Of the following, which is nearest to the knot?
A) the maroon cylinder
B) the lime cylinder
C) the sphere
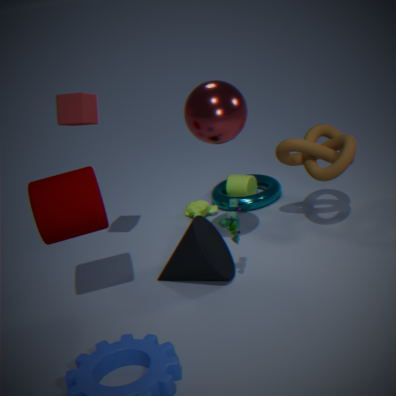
the sphere
